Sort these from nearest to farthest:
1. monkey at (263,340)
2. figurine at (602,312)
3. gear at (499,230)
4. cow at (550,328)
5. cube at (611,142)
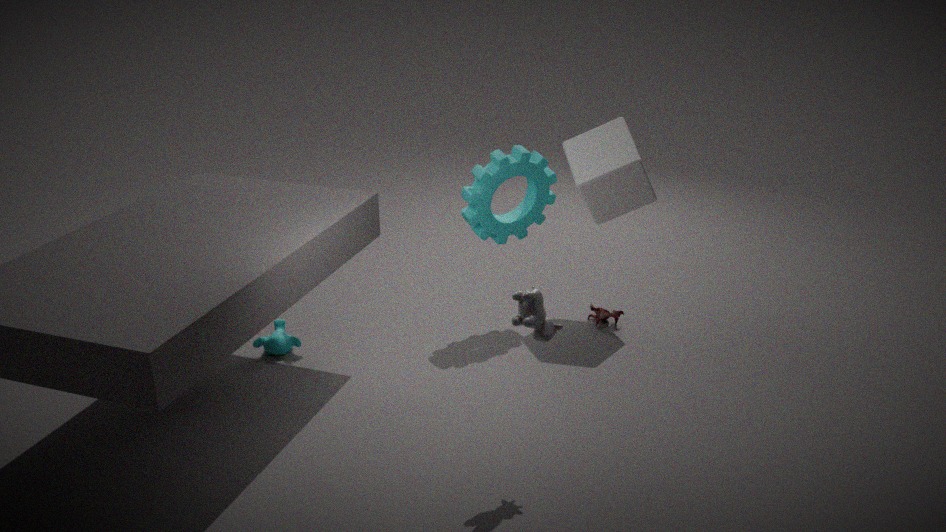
cow at (550,328) < cube at (611,142) < gear at (499,230) < monkey at (263,340) < figurine at (602,312)
